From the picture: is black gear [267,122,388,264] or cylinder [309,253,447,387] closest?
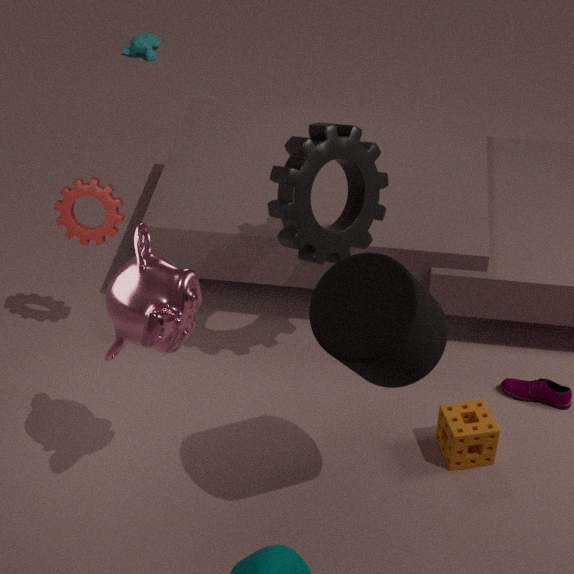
cylinder [309,253,447,387]
